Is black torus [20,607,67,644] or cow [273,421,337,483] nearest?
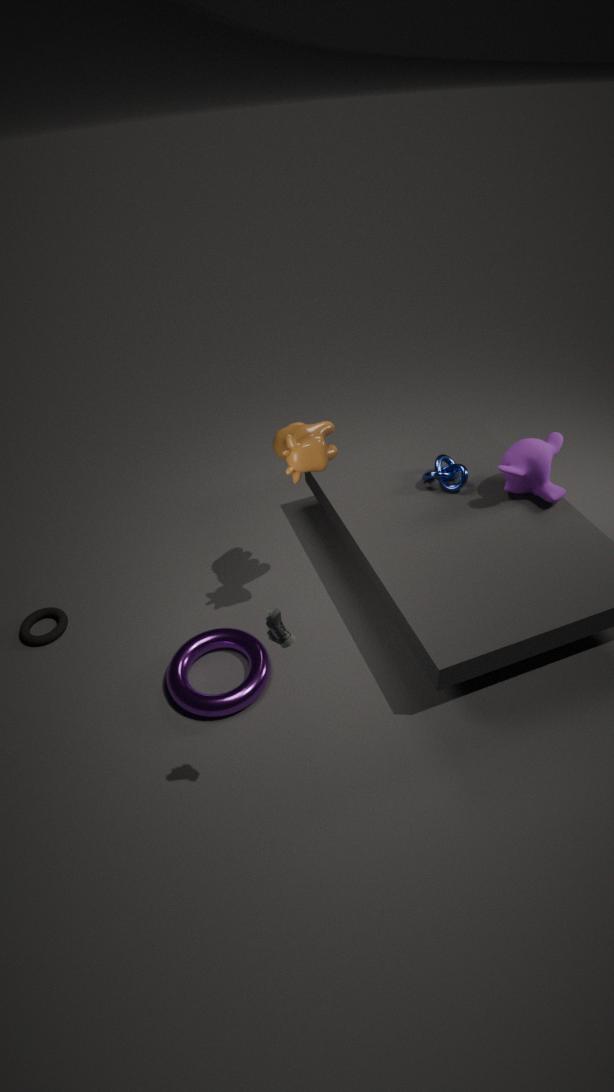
cow [273,421,337,483]
